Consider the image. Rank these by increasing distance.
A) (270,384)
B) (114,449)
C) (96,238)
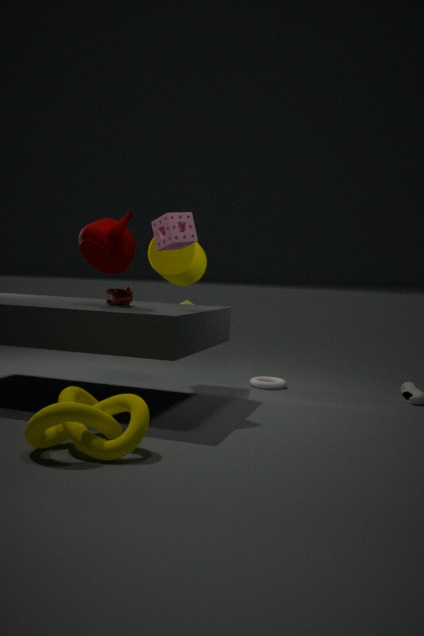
B. (114,449), C. (96,238), A. (270,384)
